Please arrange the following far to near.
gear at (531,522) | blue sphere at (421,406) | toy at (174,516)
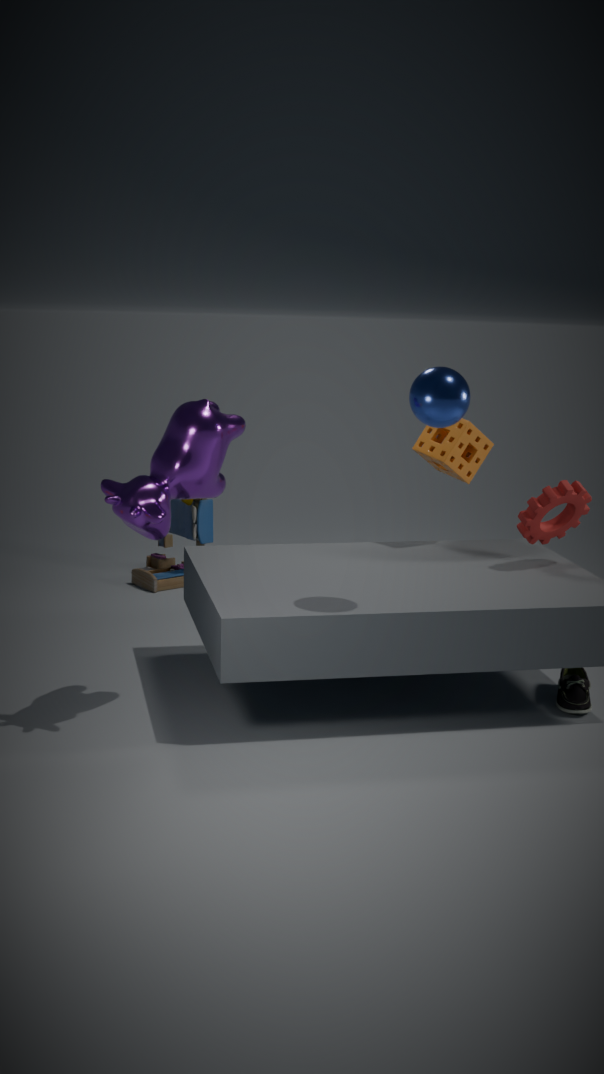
toy at (174,516) < gear at (531,522) < blue sphere at (421,406)
